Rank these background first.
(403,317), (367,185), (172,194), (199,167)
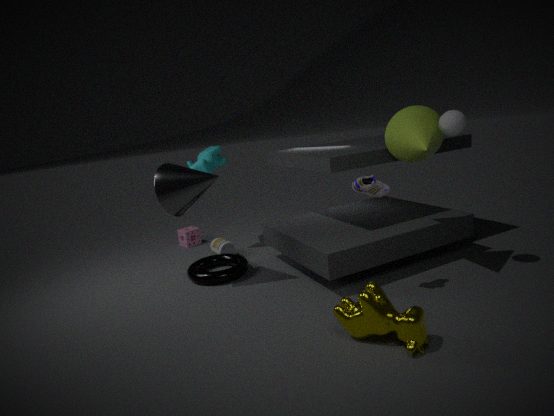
(199,167), (172,194), (367,185), (403,317)
